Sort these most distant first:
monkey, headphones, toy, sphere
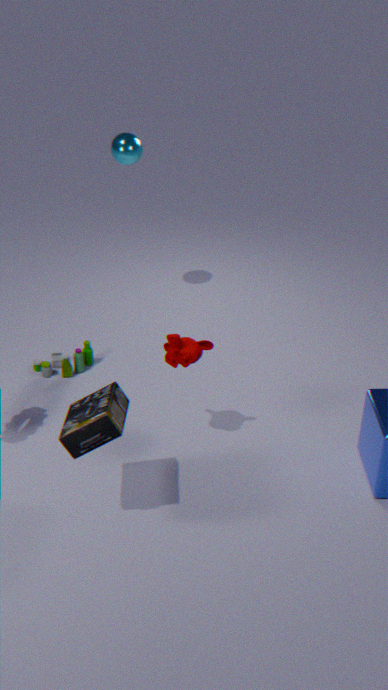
1. sphere
2. toy
3. monkey
4. headphones
